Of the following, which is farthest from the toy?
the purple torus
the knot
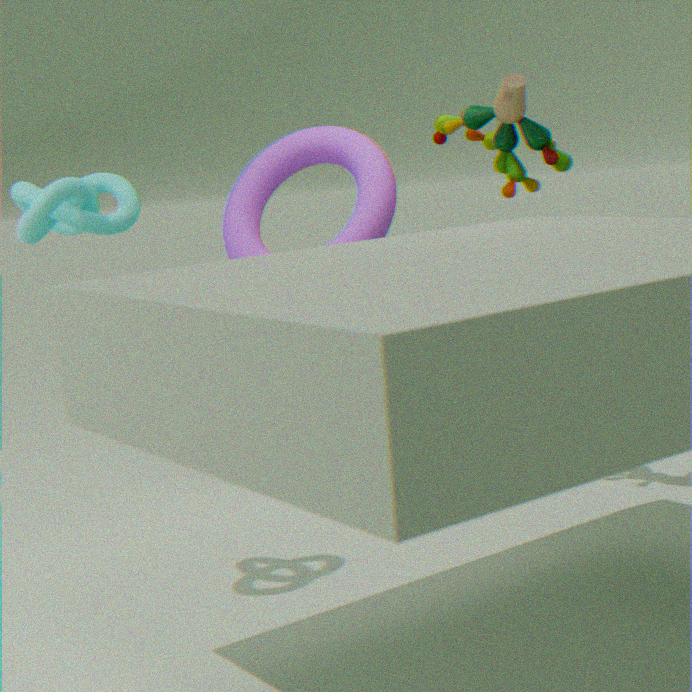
the knot
